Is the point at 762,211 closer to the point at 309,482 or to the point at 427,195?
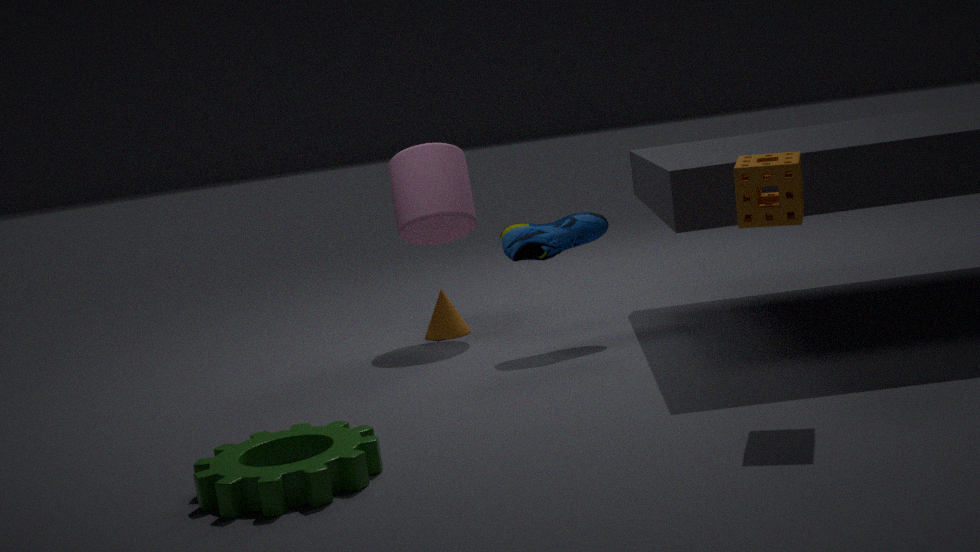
the point at 309,482
